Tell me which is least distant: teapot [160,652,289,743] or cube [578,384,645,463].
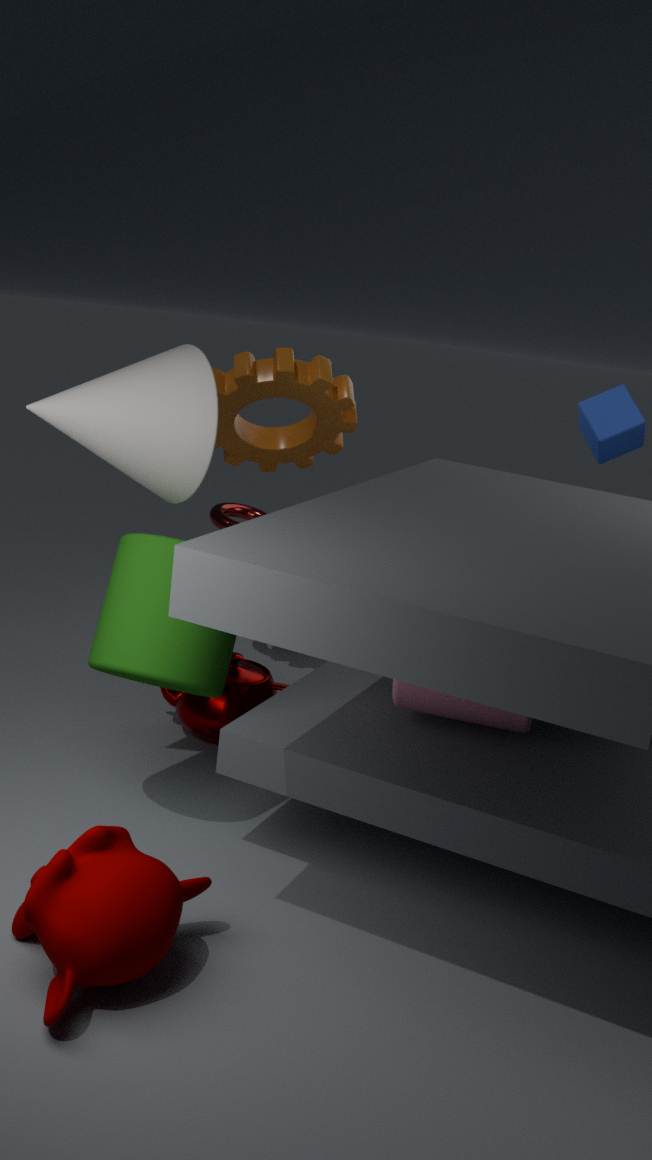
teapot [160,652,289,743]
